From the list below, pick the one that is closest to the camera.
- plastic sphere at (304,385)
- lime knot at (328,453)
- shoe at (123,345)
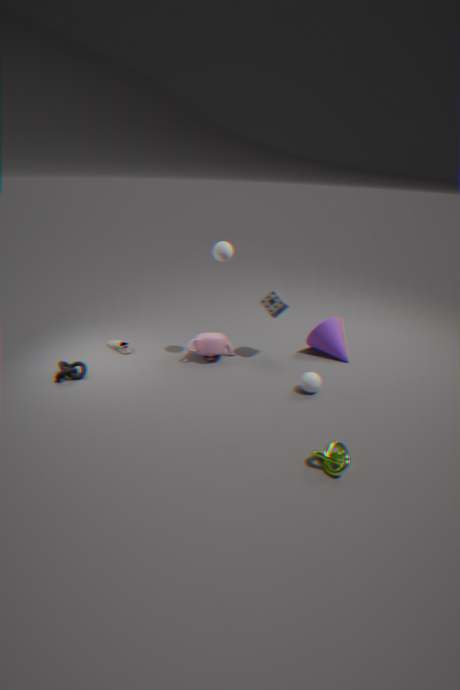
lime knot at (328,453)
